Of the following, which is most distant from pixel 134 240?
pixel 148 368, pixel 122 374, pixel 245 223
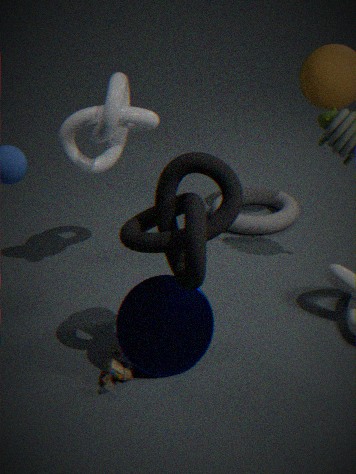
pixel 245 223
